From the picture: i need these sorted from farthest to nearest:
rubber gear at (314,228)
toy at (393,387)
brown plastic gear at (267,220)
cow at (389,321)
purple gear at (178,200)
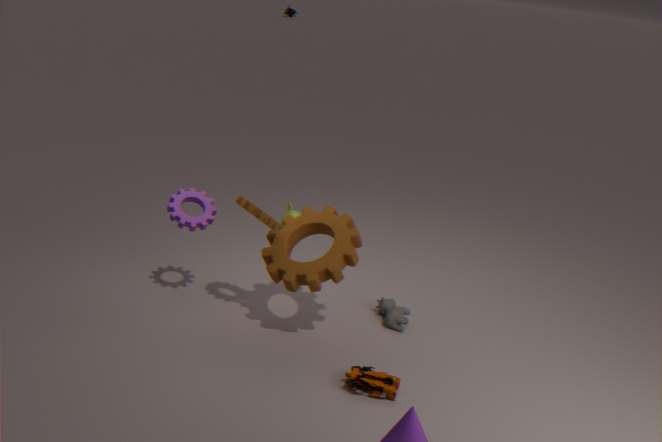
cow at (389,321)
purple gear at (178,200)
brown plastic gear at (267,220)
rubber gear at (314,228)
toy at (393,387)
